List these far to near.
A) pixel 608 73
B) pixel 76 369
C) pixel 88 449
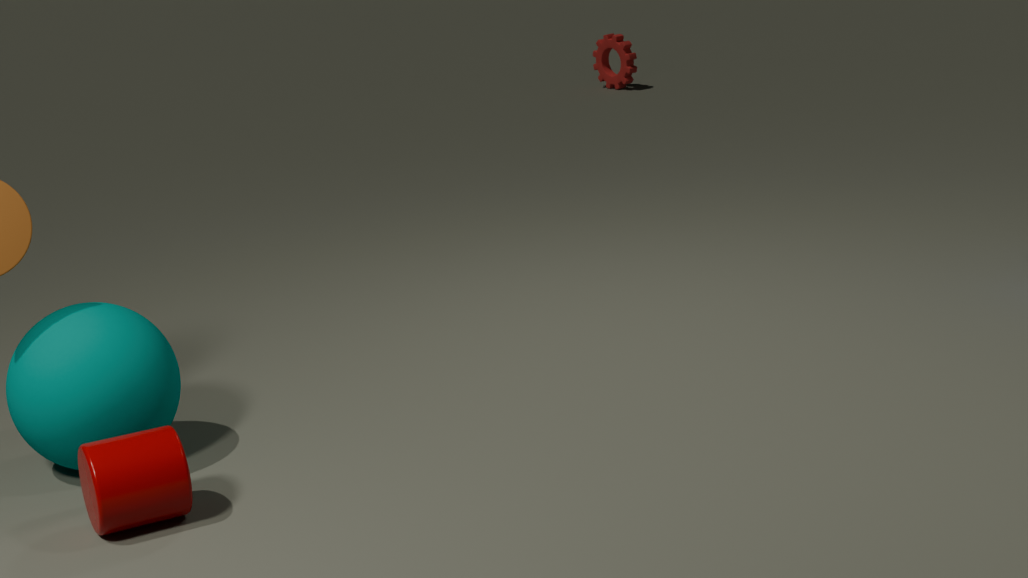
pixel 608 73 < pixel 76 369 < pixel 88 449
